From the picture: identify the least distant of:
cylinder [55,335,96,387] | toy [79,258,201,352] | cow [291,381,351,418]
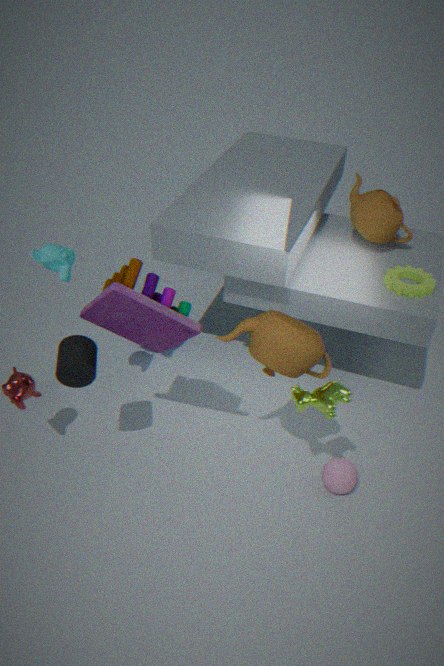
toy [79,258,201,352]
